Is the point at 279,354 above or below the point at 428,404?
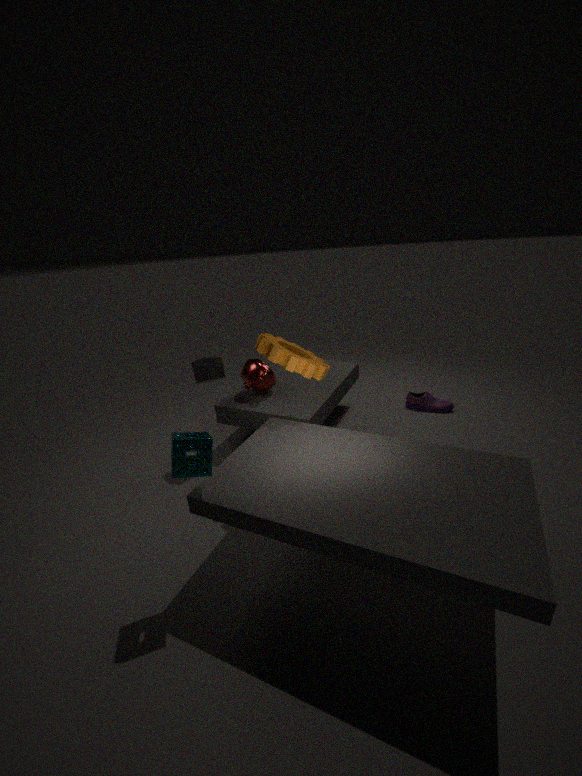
above
